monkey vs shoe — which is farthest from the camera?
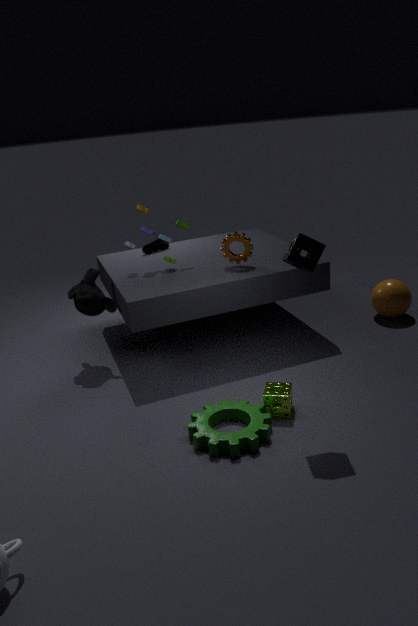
shoe
